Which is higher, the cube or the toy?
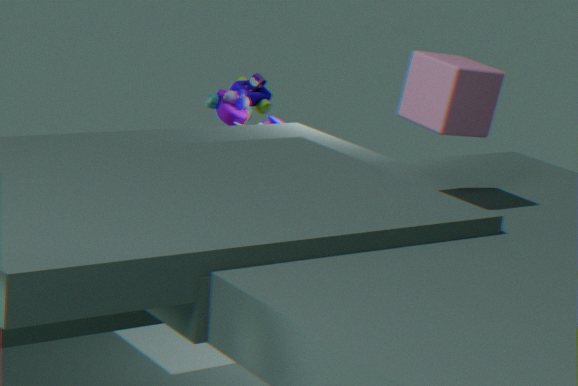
the cube
